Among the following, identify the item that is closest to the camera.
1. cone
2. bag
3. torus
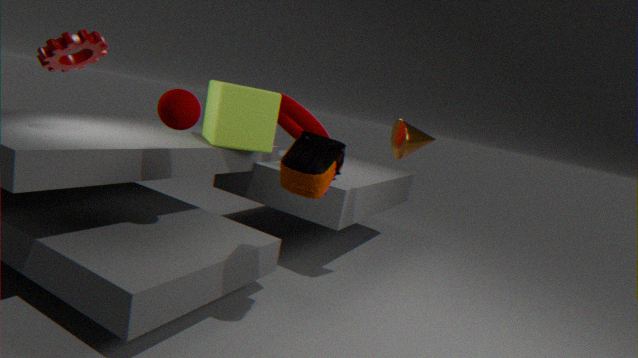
bag
